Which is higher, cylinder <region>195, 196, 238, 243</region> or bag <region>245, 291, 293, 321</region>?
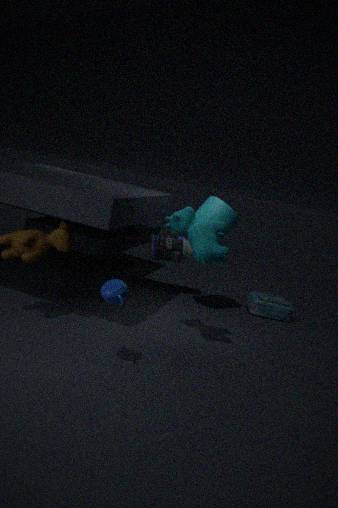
cylinder <region>195, 196, 238, 243</region>
